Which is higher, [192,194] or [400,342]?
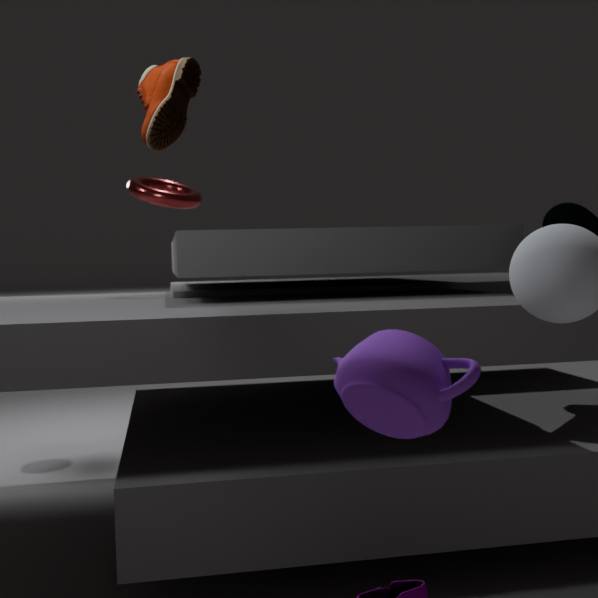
[192,194]
